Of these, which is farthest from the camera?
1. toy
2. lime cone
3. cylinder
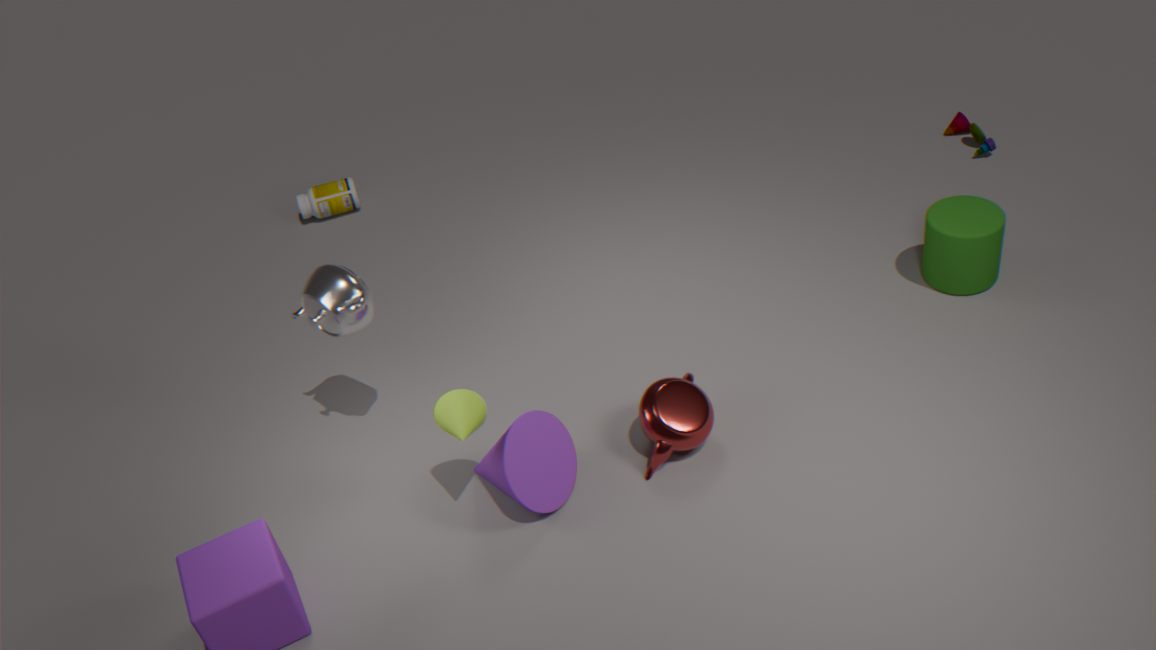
toy
